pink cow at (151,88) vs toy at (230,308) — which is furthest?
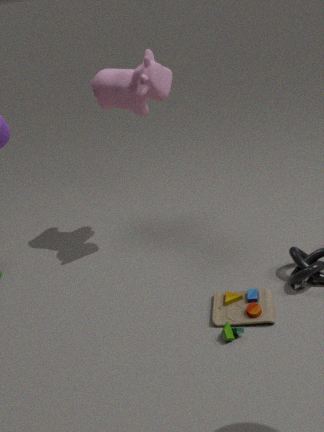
pink cow at (151,88)
